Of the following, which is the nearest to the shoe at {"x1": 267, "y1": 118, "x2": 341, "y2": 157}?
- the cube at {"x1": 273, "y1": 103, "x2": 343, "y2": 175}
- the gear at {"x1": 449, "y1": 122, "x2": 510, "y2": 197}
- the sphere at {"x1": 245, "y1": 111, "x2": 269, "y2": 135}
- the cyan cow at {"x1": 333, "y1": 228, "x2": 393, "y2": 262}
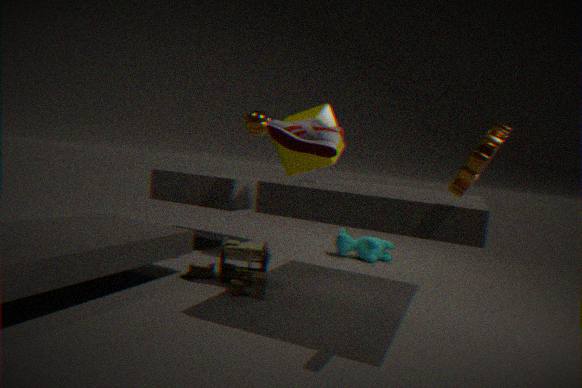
the cube at {"x1": 273, "y1": 103, "x2": 343, "y2": 175}
